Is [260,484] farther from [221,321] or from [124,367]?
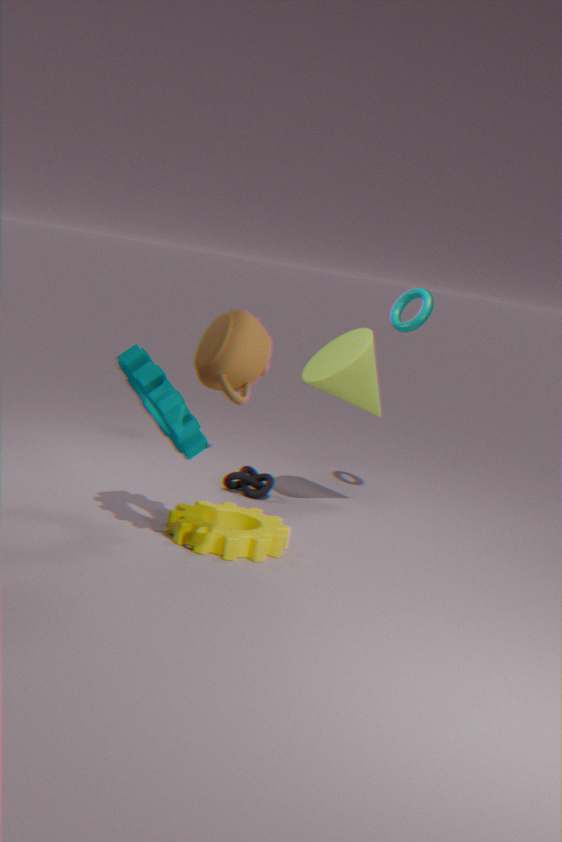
[221,321]
